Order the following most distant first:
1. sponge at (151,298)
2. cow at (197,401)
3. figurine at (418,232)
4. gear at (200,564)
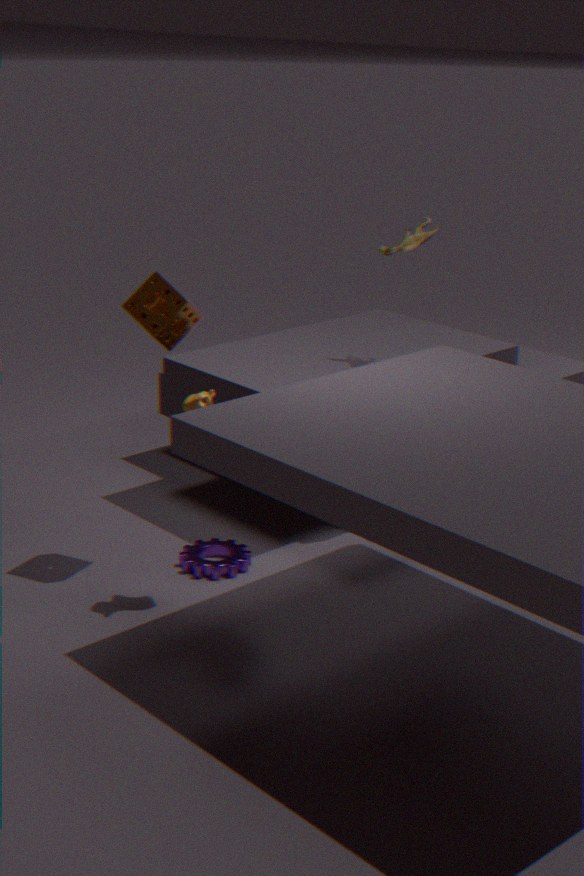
figurine at (418,232) → gear at (200,564) → sponge at (151,298) → cow at (197,401)
